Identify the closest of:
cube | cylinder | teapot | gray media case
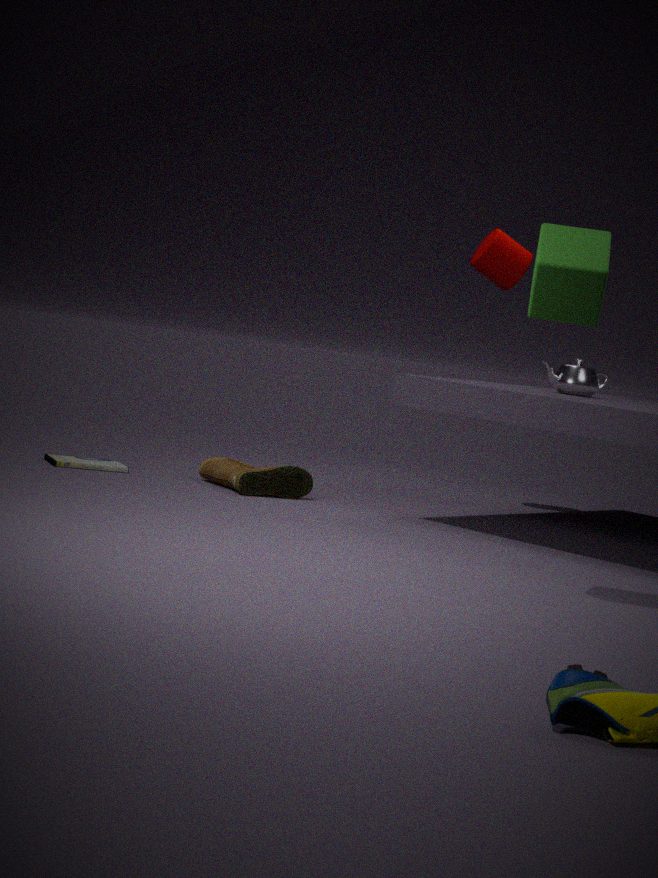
cube
